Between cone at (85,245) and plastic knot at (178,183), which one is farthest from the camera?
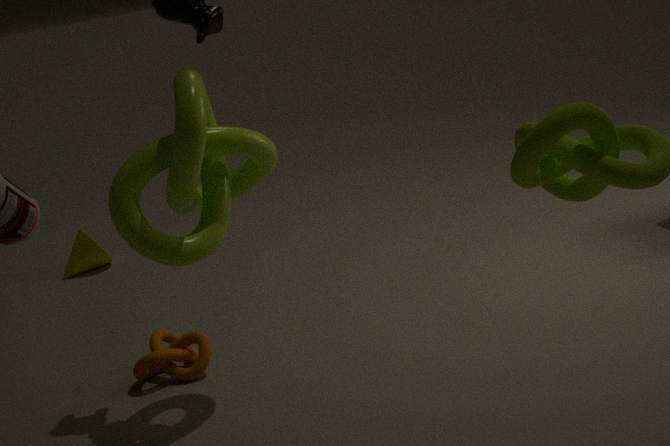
cone at (85,245)
